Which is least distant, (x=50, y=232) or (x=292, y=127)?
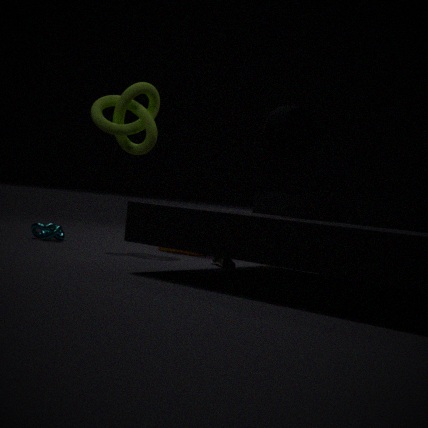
(x=292, y=127)
